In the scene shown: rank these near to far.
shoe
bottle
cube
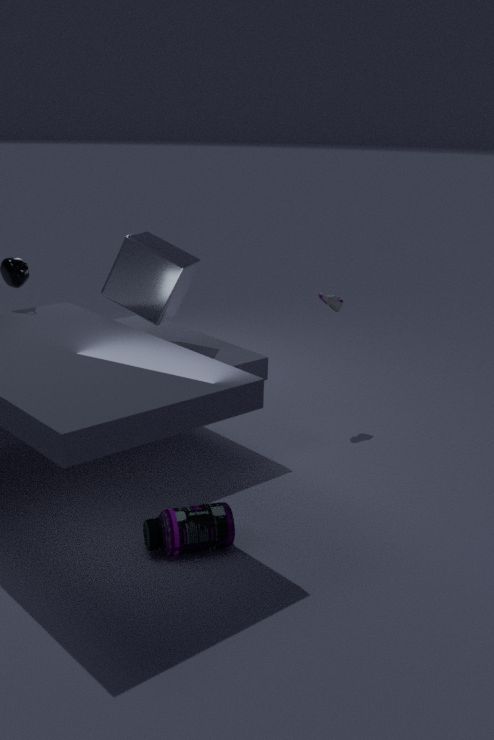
bottle → cube → shoe
